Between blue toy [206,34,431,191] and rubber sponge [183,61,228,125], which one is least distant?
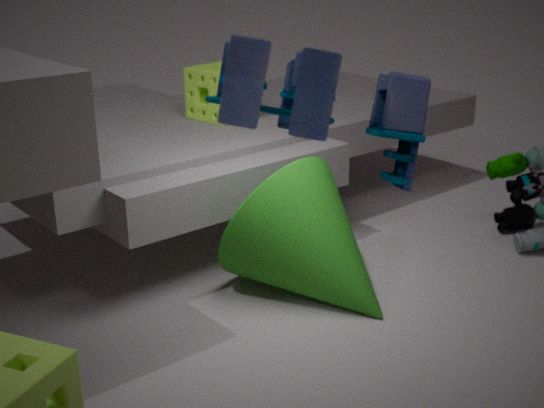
blue toy [206,34,431,191]
